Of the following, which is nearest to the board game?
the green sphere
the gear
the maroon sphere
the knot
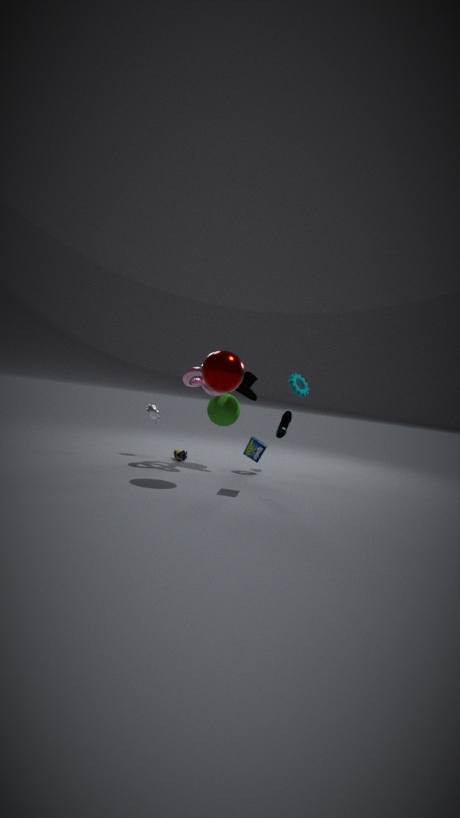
the maroon sphere
